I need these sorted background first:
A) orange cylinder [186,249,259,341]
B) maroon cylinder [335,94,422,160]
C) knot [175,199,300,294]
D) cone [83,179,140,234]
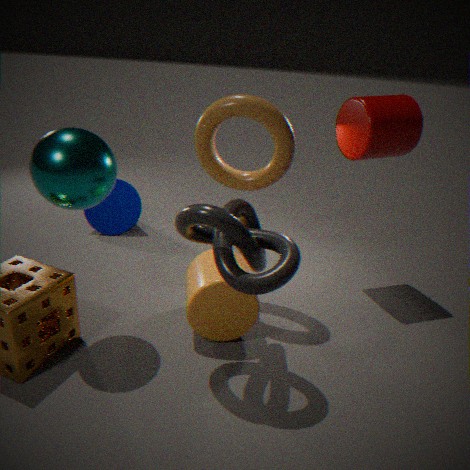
cone [83,179,140,234] < maroon cylinder [335,94,422,160] < orange cylinder [186,249,259,341] < knot [175,199,300,294]
